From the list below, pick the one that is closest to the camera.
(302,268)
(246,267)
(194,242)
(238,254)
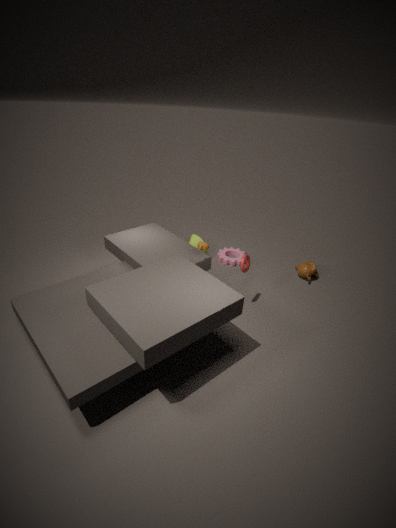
(246,267)
